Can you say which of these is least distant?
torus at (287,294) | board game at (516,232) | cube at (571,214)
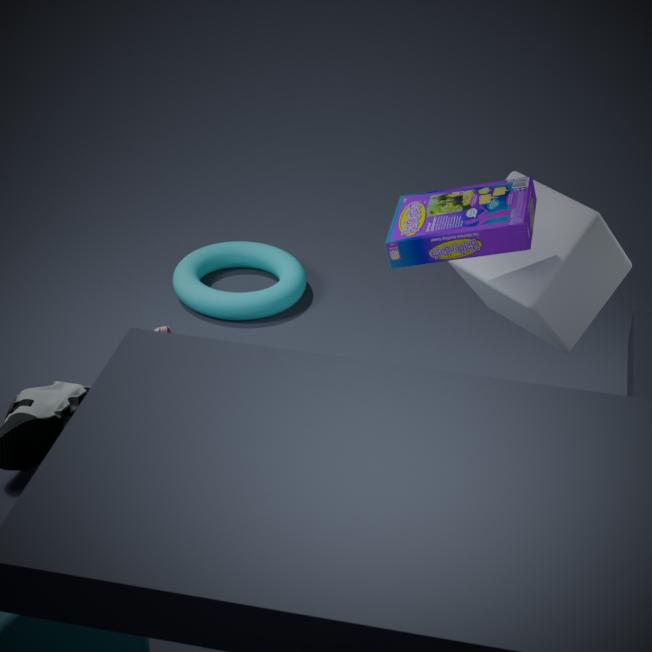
board game at (516,232)
